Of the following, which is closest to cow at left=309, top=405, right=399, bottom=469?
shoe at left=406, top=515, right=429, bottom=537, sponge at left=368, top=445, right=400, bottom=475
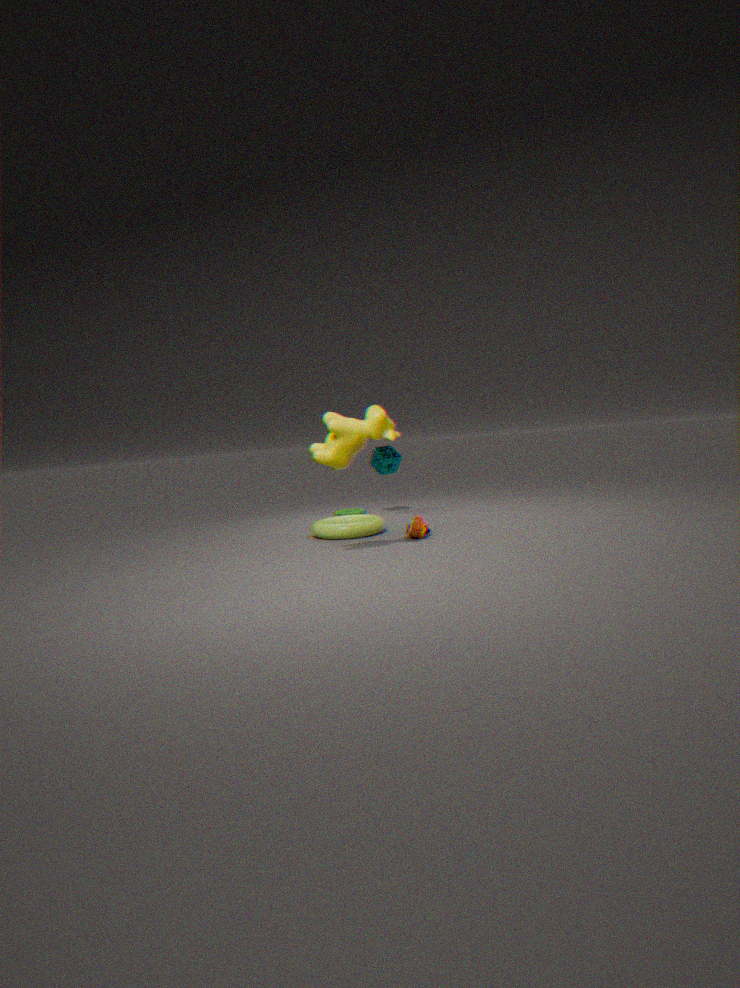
shoe at left=406, top=515, right=429, bottom=537
